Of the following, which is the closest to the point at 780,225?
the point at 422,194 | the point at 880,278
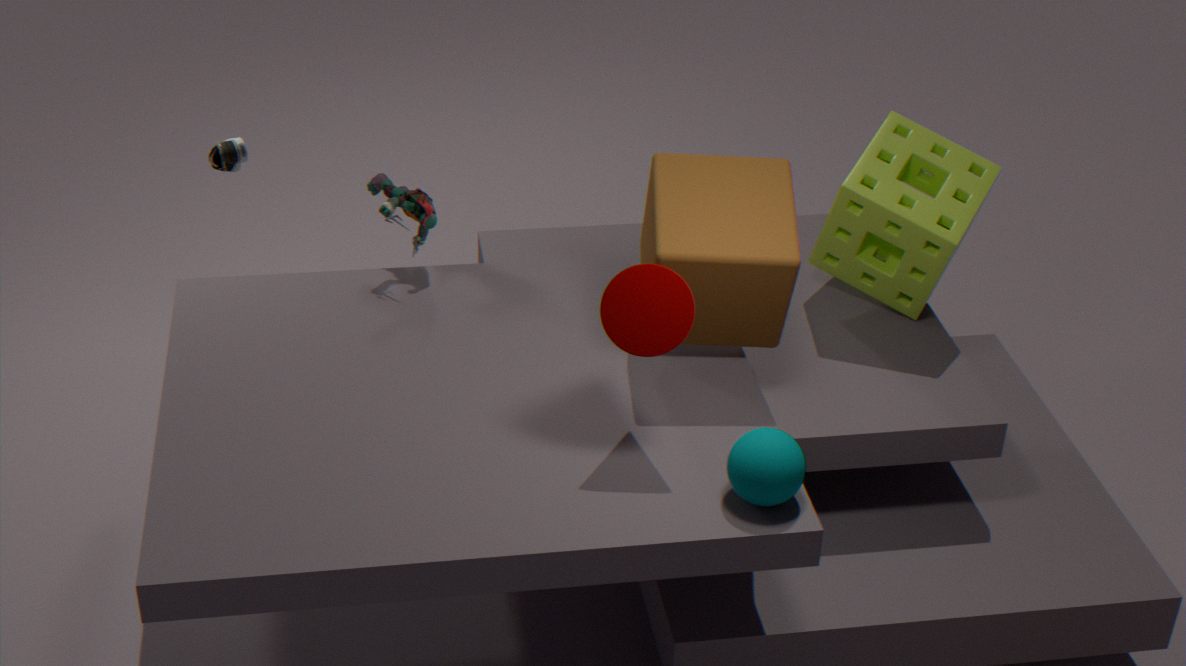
Result: the point at 880,278
